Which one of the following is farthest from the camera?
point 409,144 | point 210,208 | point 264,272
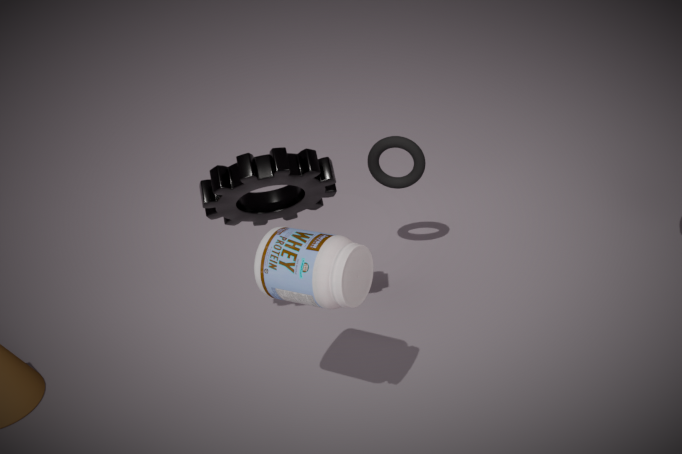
point 409,144
